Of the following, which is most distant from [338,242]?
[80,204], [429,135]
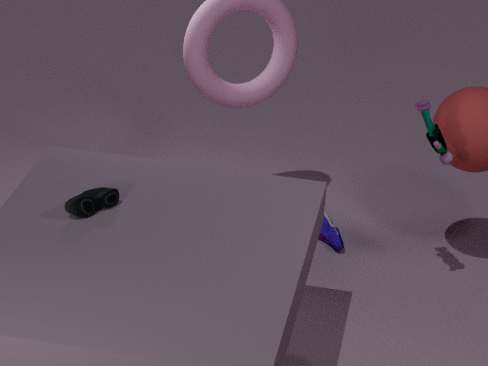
[80,204]
